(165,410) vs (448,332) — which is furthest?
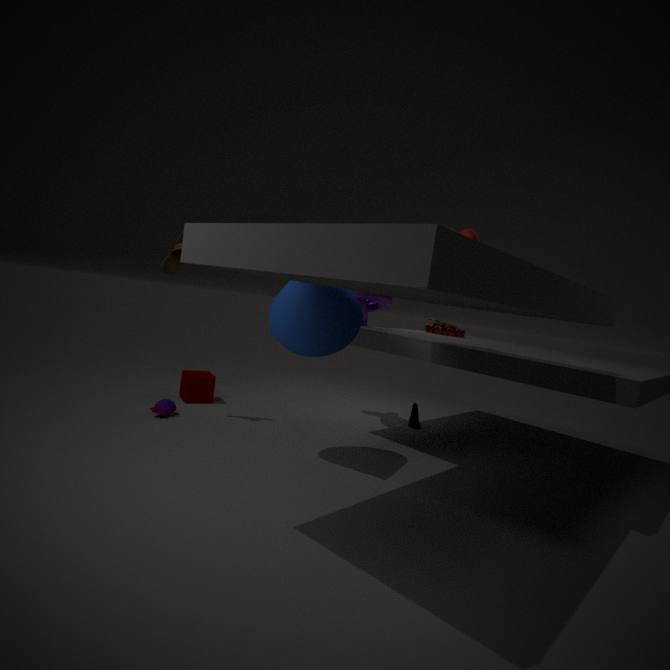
(448,332)
